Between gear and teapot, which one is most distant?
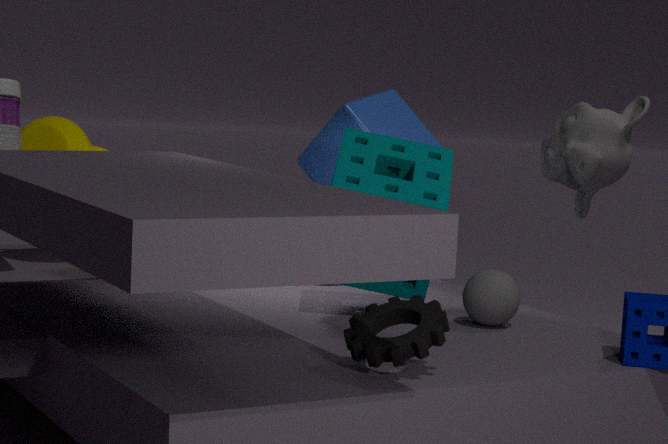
teapot
